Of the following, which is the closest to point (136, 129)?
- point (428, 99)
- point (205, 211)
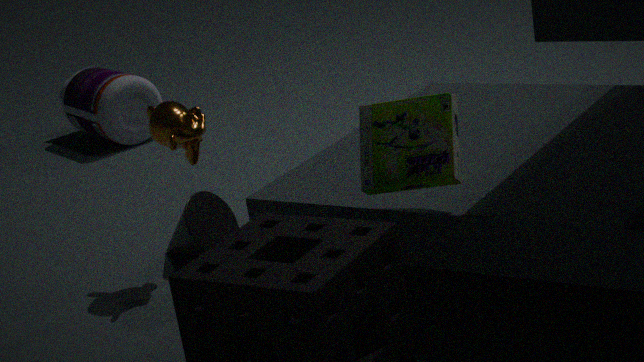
point (205, 211)
